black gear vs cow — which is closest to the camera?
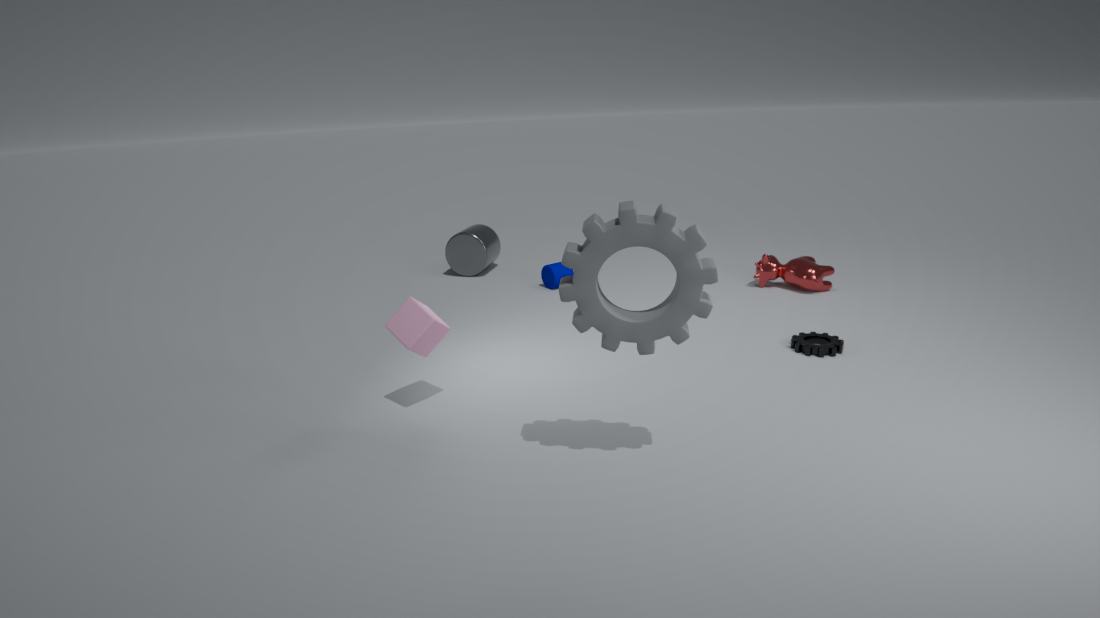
black gear
